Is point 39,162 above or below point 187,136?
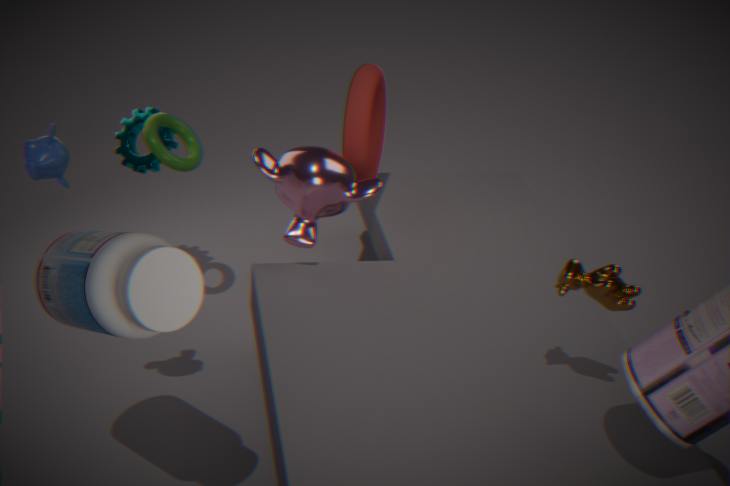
above
